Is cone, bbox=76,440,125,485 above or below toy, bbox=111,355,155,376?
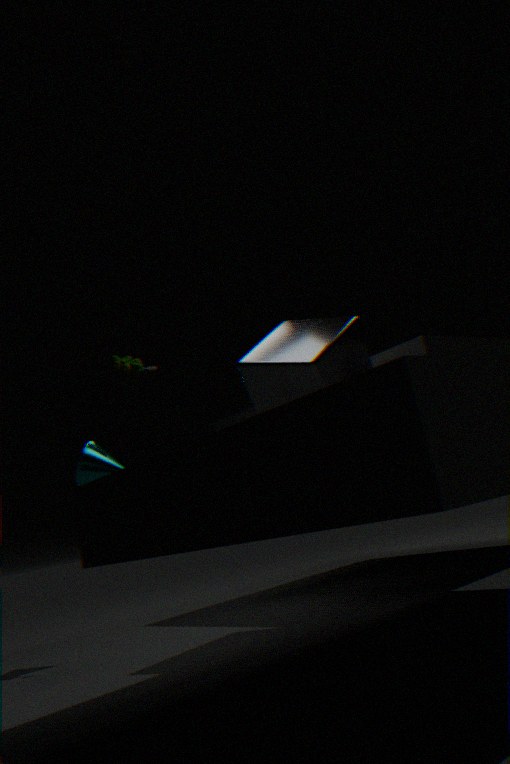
below
